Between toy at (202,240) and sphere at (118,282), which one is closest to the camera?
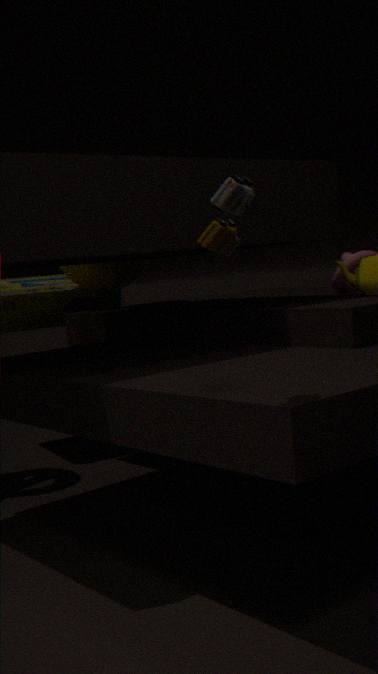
toy at (202,240)
